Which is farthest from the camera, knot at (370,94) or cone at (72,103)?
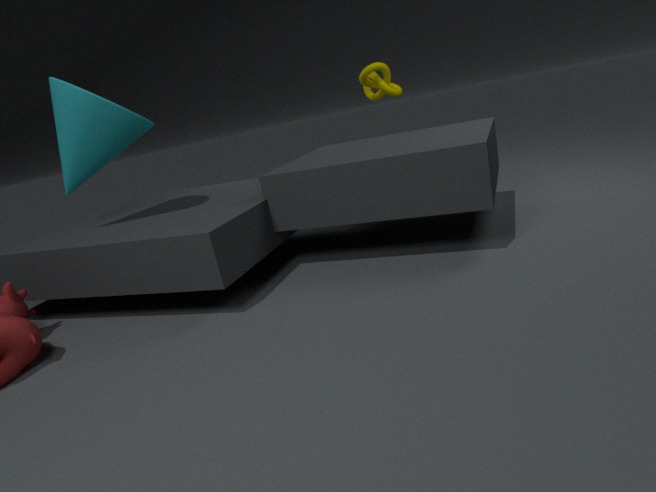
knot at (370,94)
